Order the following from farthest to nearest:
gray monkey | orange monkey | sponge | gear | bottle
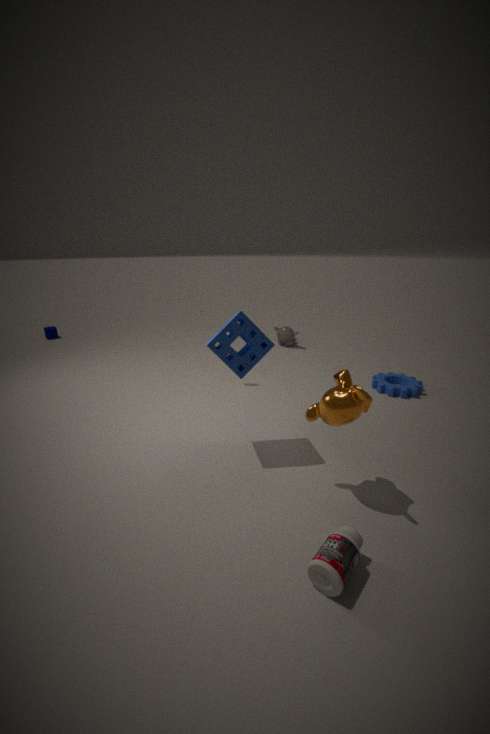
gray monkey, gear, sponge, orange monkey, bottle
